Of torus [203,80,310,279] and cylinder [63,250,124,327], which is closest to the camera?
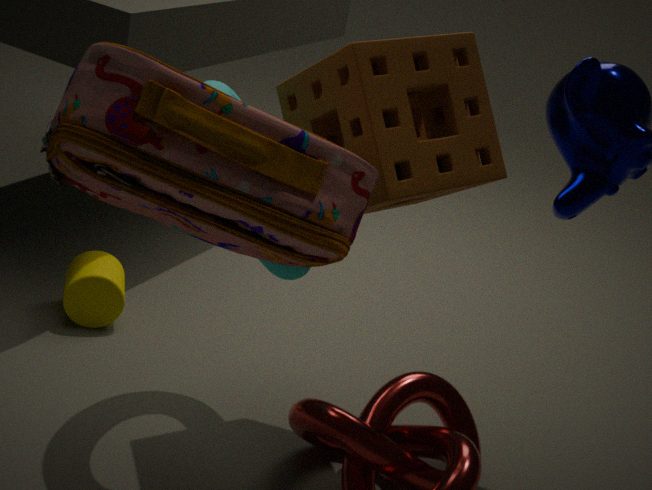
torus [203,80,310,279]
